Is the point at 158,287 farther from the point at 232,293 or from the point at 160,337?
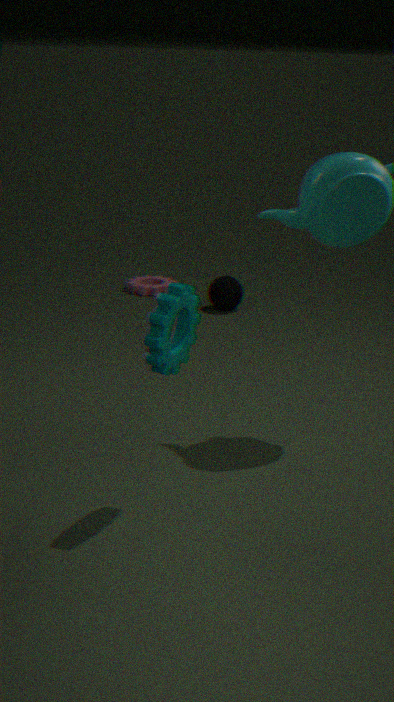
the point at 160,337
